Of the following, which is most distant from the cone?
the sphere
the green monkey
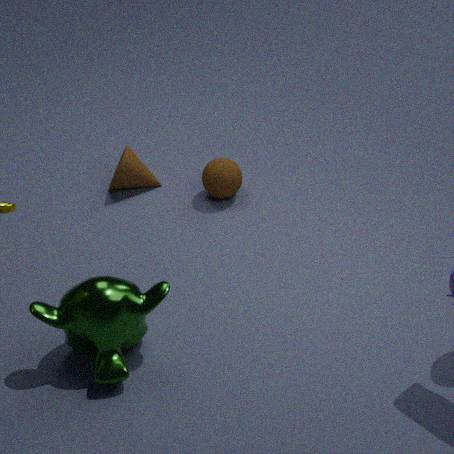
the green monkey
